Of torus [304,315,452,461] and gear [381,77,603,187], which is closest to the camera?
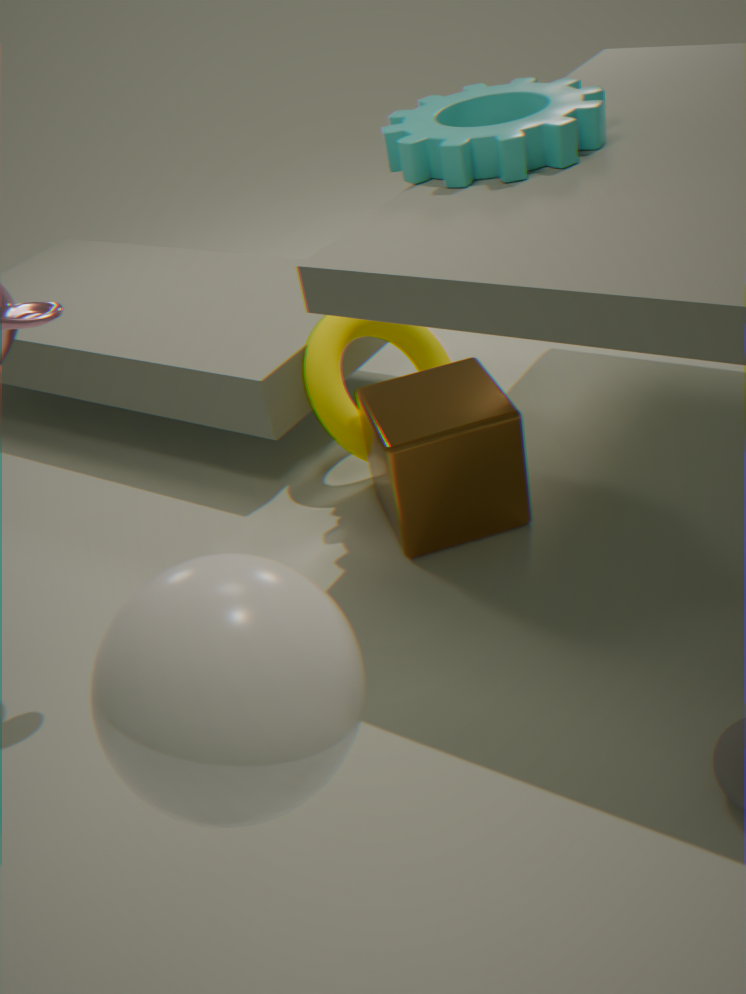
gear [381,77,603,187]
